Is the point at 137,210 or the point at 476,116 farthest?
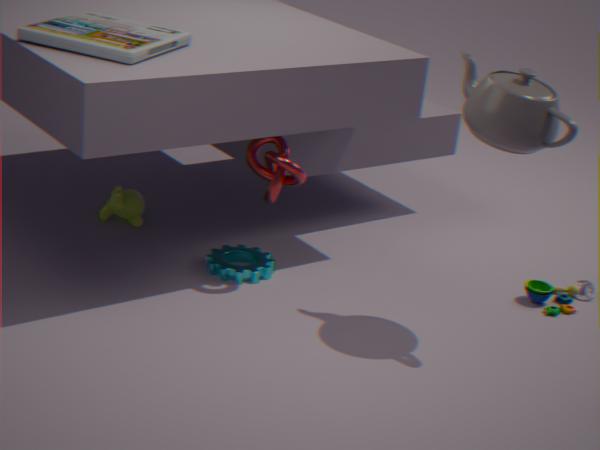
the point at 137,210
